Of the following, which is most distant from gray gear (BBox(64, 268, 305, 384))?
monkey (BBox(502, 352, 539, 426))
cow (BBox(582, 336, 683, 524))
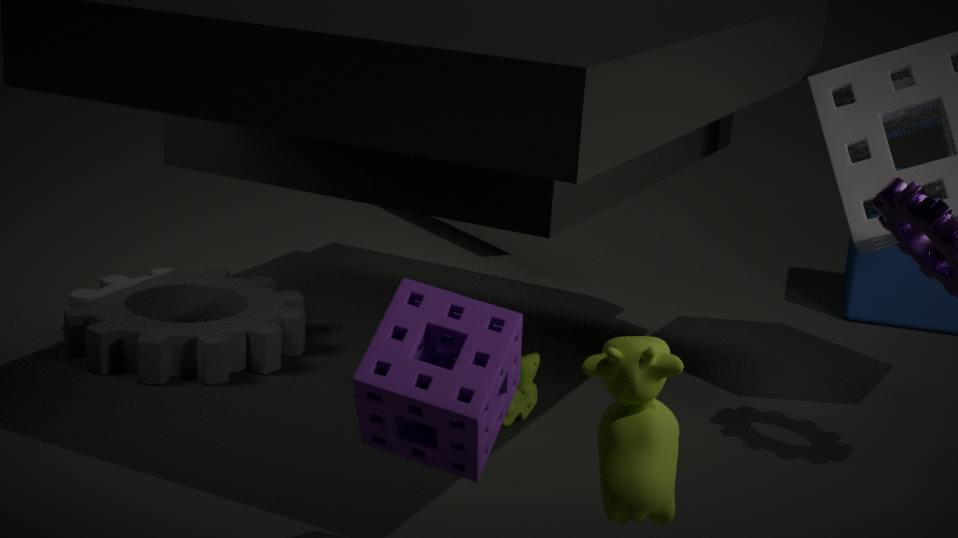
cow (BBox(582, 336, 683, 524))
